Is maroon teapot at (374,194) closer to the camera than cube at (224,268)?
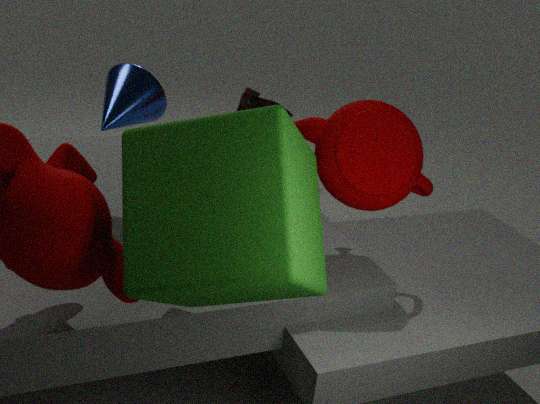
No
